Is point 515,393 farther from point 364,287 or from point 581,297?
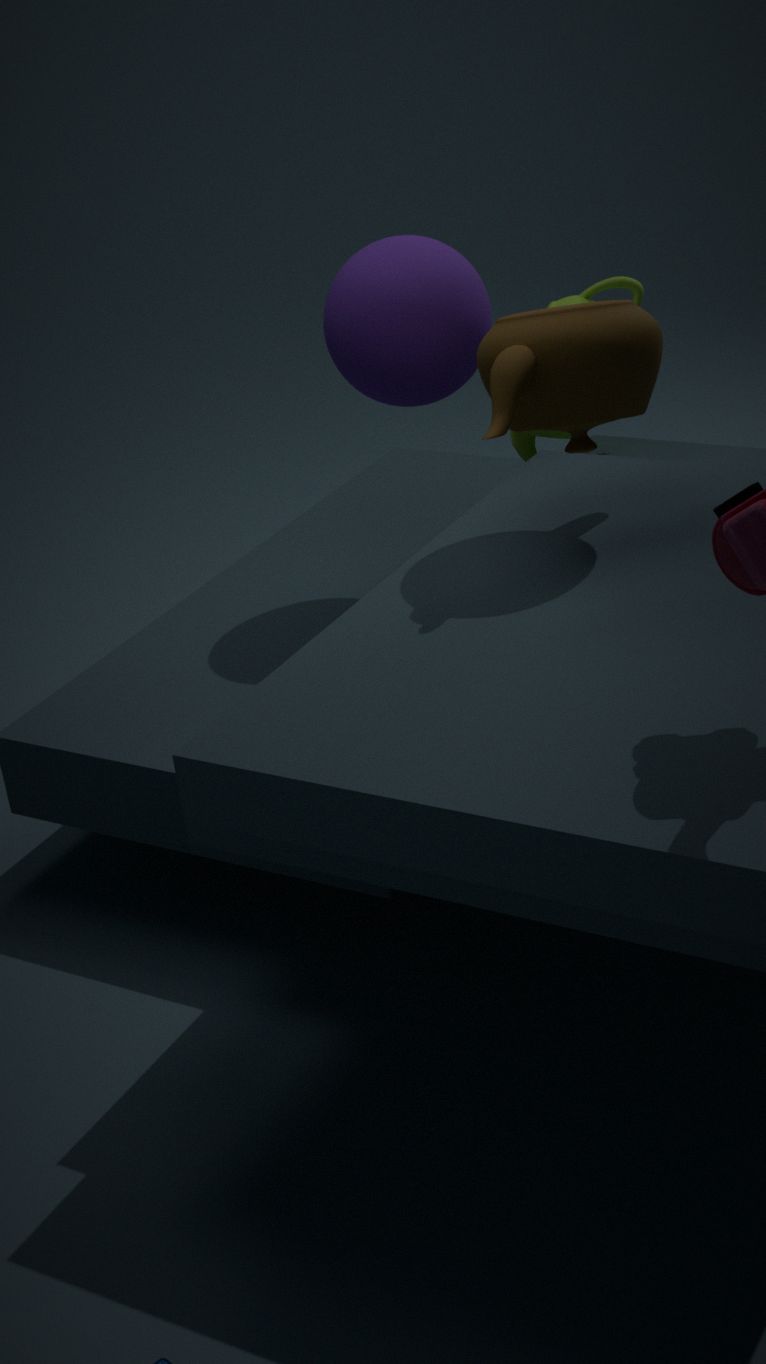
point 581,297
